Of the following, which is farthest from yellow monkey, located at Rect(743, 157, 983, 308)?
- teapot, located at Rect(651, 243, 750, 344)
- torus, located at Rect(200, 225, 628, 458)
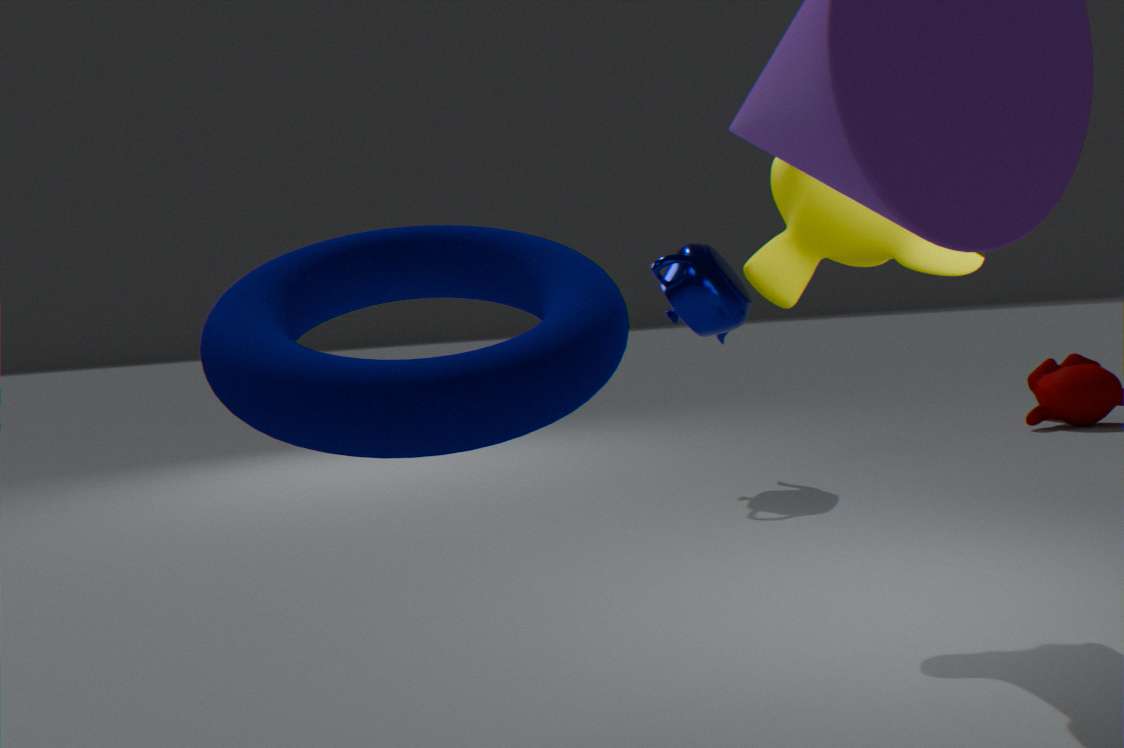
teapot, located at Rect(651, 243, 750, 344)
